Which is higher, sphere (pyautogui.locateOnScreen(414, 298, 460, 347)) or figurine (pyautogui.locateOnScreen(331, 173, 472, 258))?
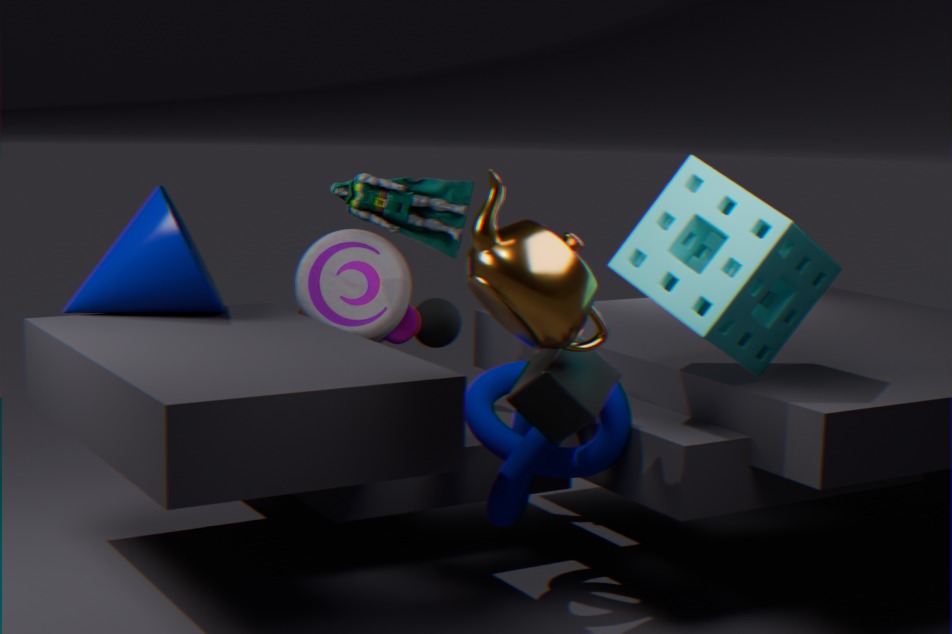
figurine (pyautogui.locateOnScreen(331, 173, 472, 258))
